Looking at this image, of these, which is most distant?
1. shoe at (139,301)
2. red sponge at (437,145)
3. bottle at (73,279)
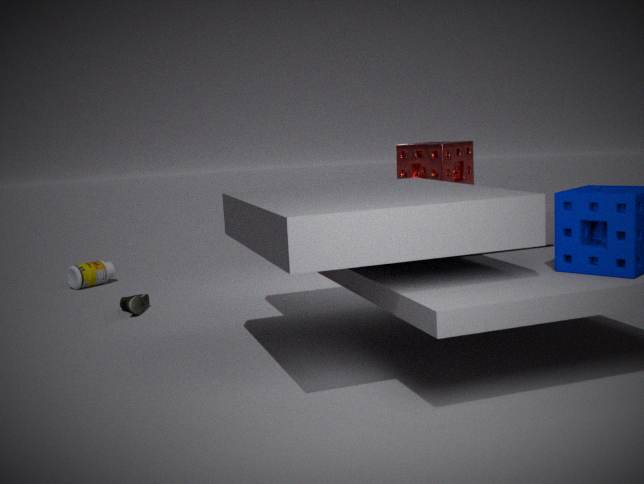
bottle at (73,279)
